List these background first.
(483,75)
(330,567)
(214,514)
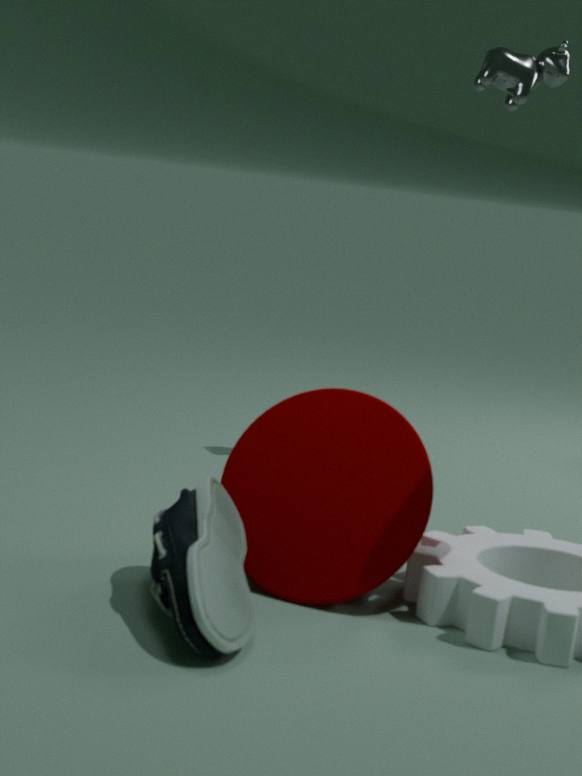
(483,75), (330,567), (214,514)
